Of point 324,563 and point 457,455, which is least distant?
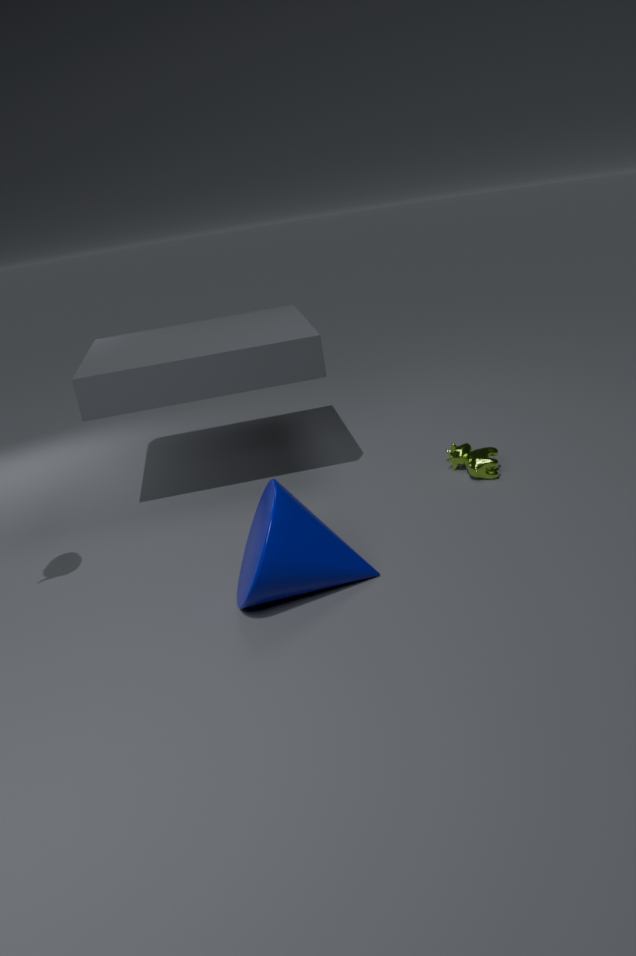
point 324,563
